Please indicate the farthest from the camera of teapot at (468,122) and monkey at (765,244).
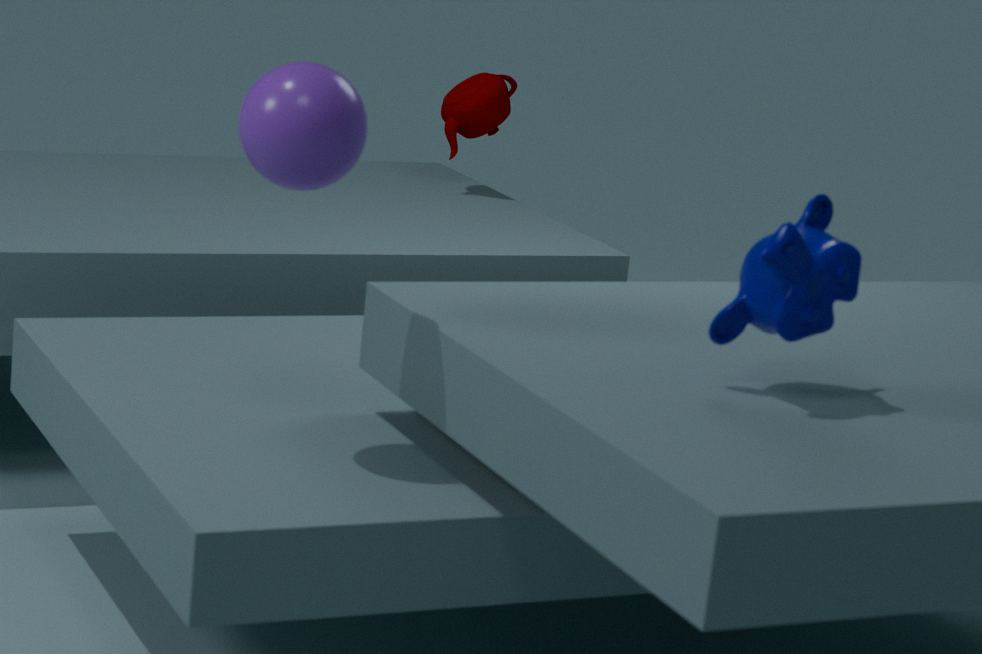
teapot at (468,122)
